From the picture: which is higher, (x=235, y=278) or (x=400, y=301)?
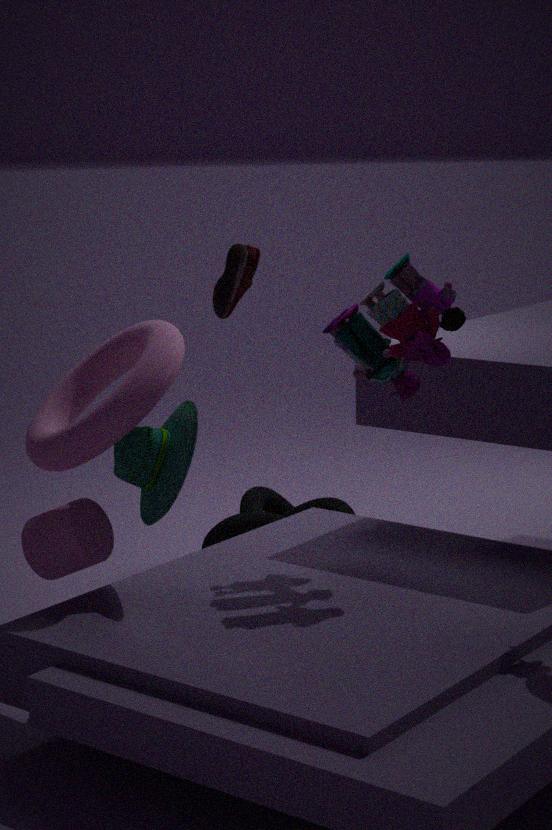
(x=235, y=278)
